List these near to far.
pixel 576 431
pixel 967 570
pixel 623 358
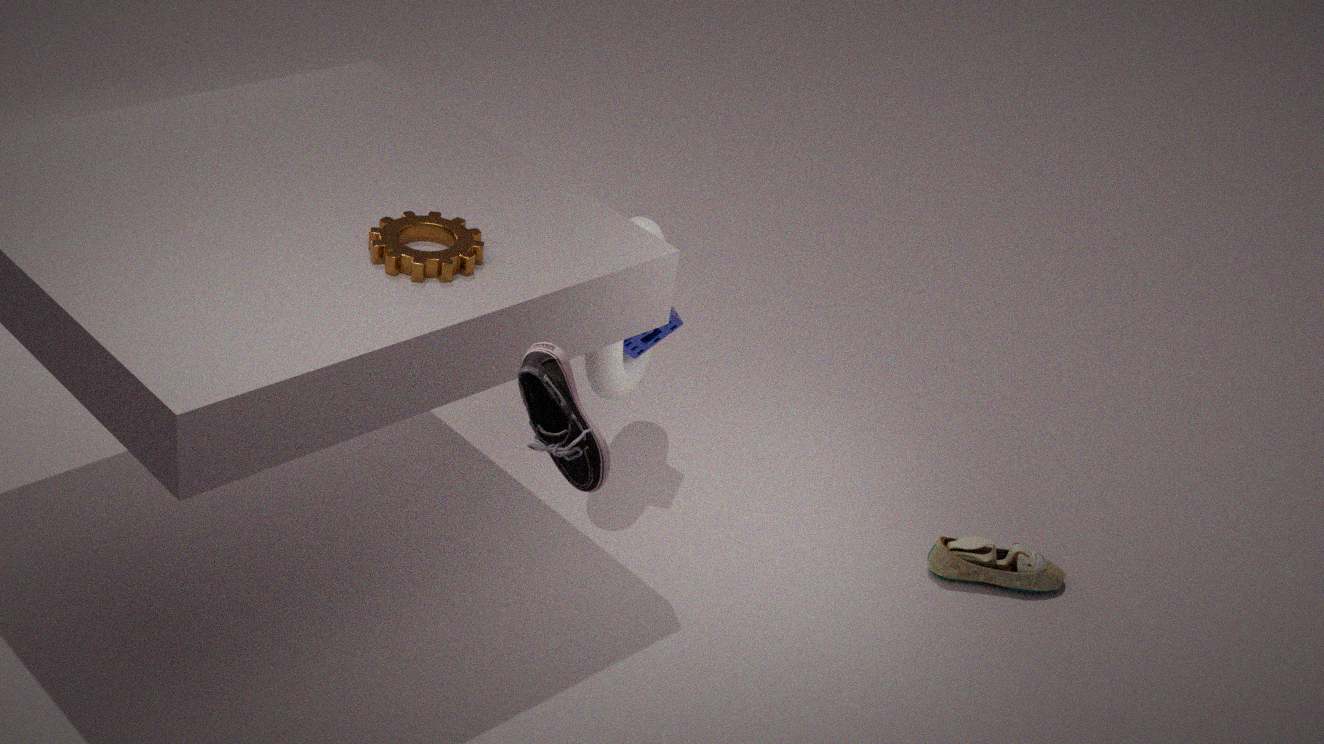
pixel 576 431, pixel 967 570, pixel 623 358
